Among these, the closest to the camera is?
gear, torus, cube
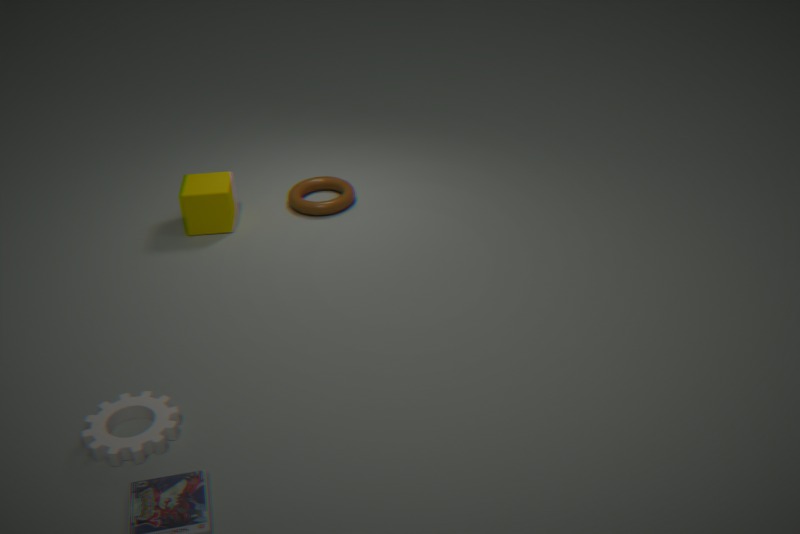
gear
